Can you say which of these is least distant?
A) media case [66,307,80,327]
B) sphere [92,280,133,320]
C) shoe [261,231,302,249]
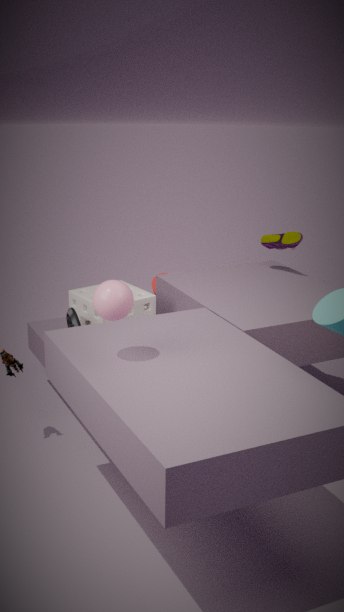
sphere [92,280,133,320]
